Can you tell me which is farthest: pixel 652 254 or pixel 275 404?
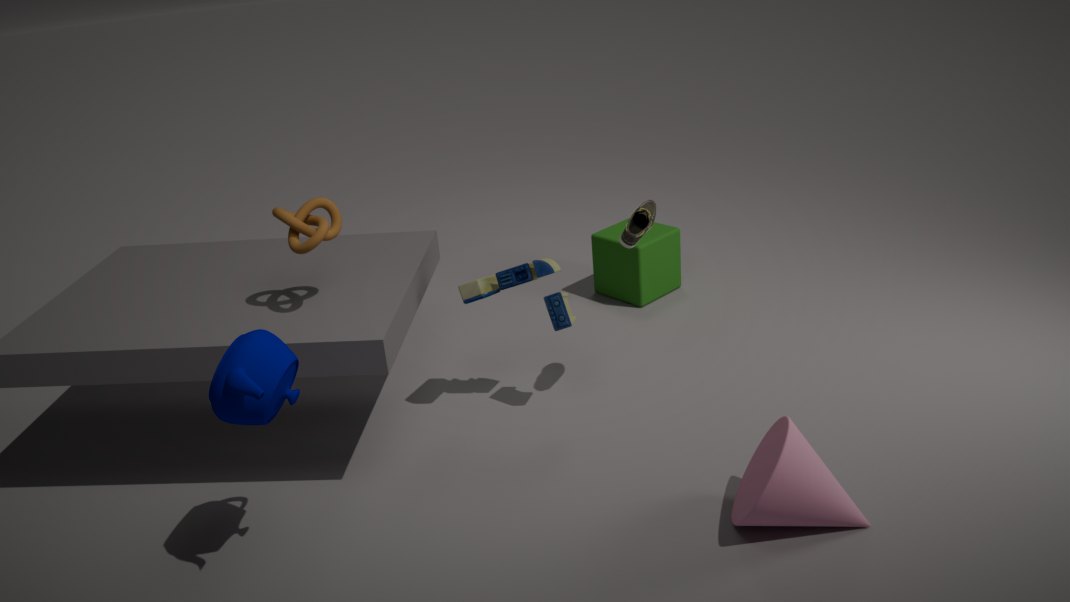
pixel 652 254
